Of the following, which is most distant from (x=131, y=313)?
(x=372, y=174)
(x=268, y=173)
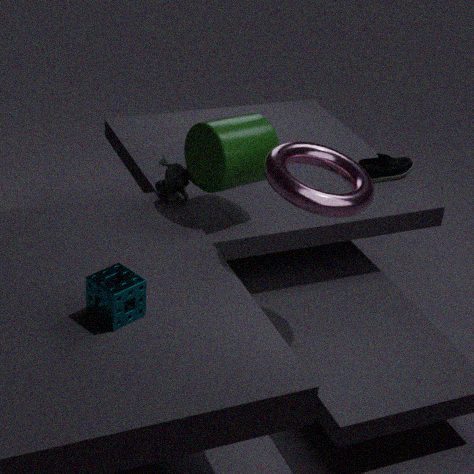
(x=372, y=174)
